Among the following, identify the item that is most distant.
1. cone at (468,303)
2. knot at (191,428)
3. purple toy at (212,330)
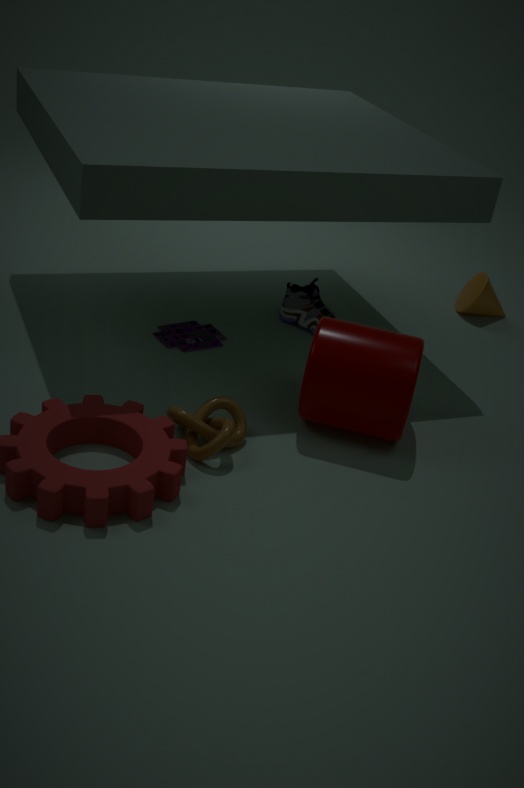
cone at (468,303)
